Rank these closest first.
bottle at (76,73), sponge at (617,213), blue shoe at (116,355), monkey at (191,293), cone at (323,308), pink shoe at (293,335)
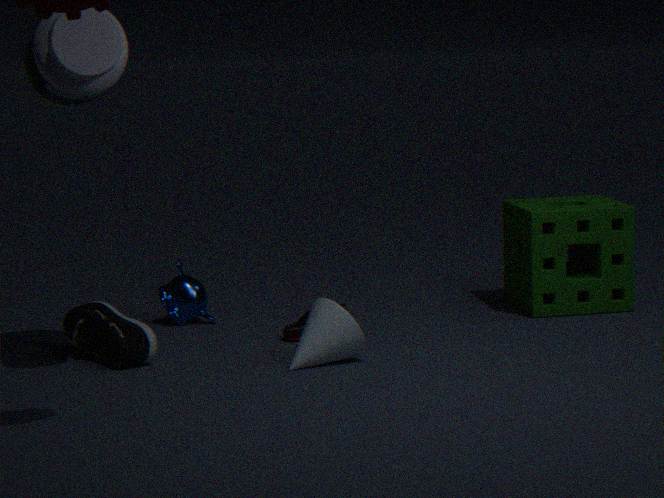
bottle at (76,73) < cone at (323,308) < blue shoe at (116,355) < pink shoe at (293,335) < sponge at (617,213) < monkey at (191,293)
